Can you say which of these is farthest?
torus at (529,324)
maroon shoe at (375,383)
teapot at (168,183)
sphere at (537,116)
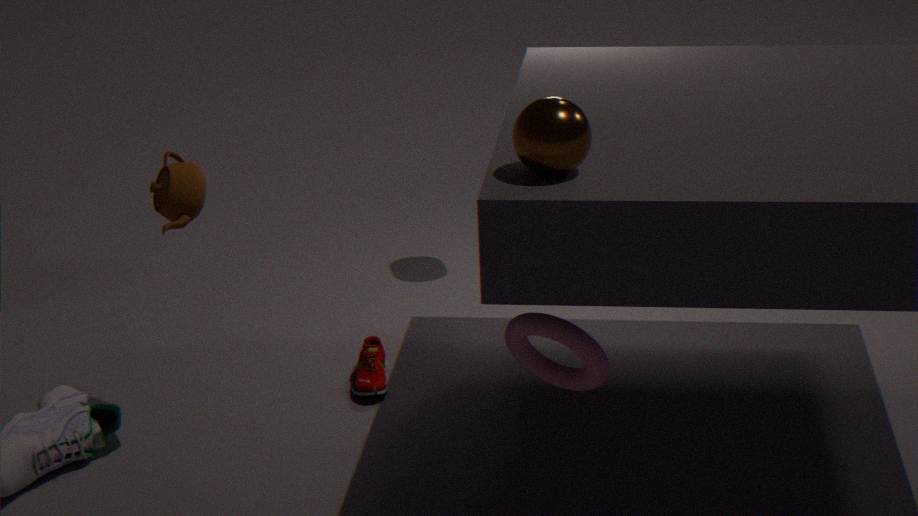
maroon shoe at (375,383)
